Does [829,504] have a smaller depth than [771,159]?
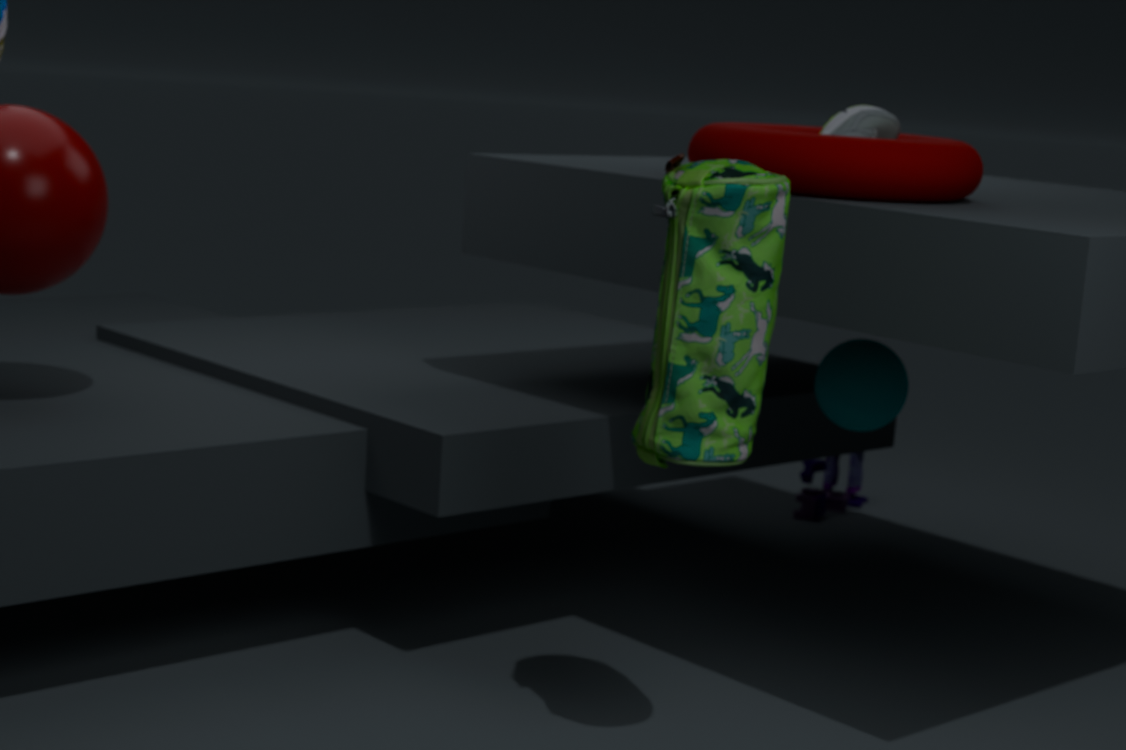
No
